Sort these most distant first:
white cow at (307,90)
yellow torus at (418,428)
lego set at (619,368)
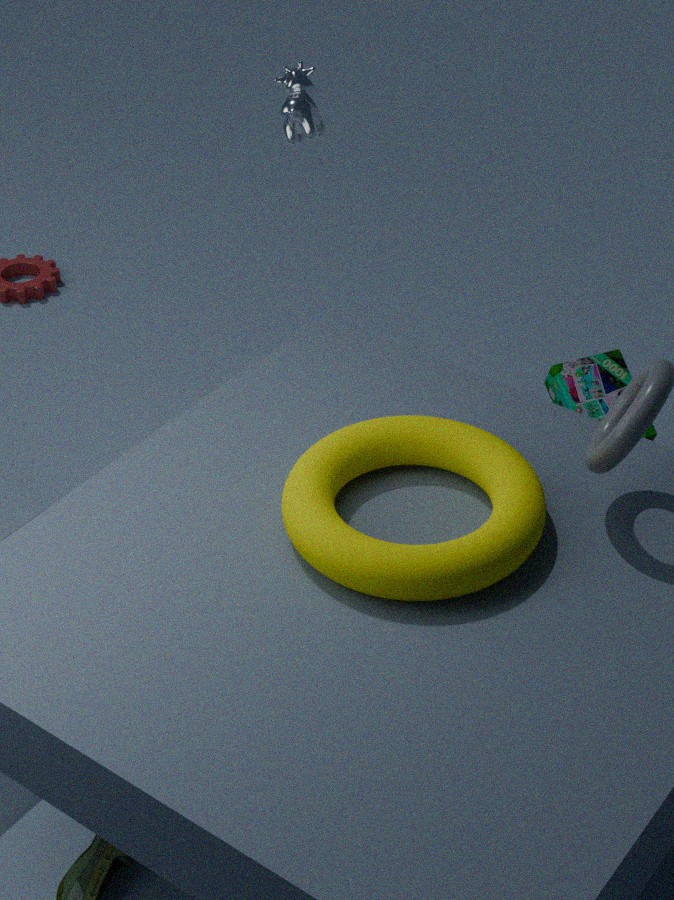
white cow at (307,90) → lego set at (619,368) → yellow torus at (418,428)
